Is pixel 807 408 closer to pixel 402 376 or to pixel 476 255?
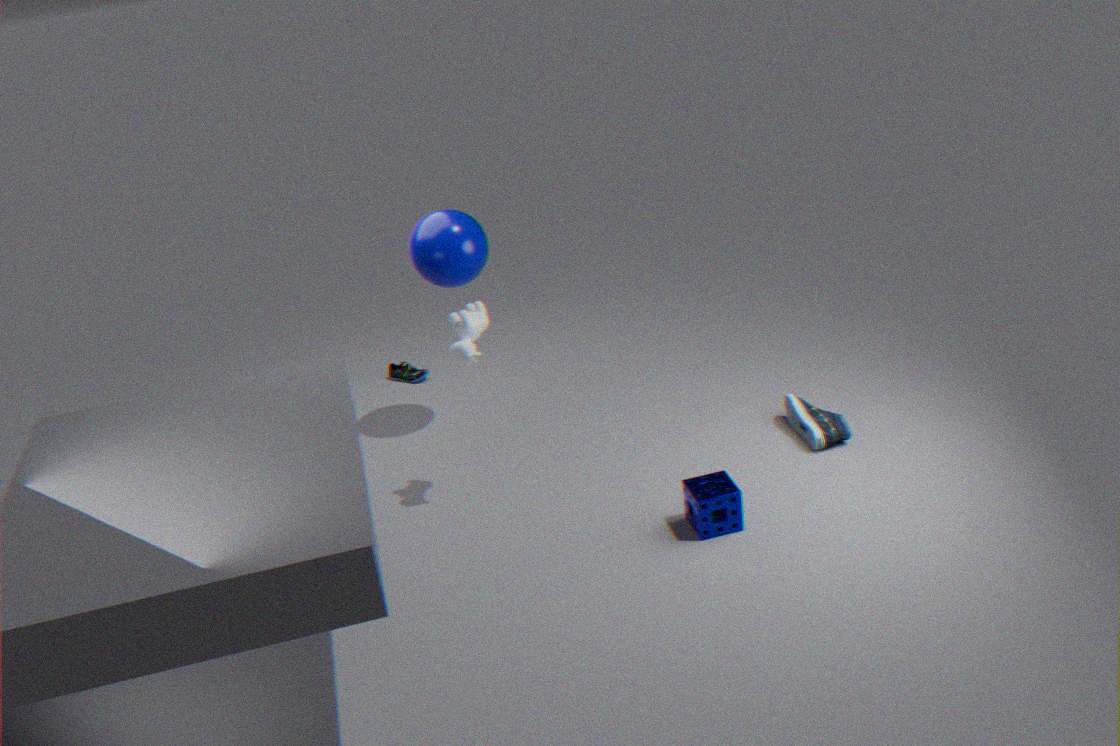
pixel 476 255
